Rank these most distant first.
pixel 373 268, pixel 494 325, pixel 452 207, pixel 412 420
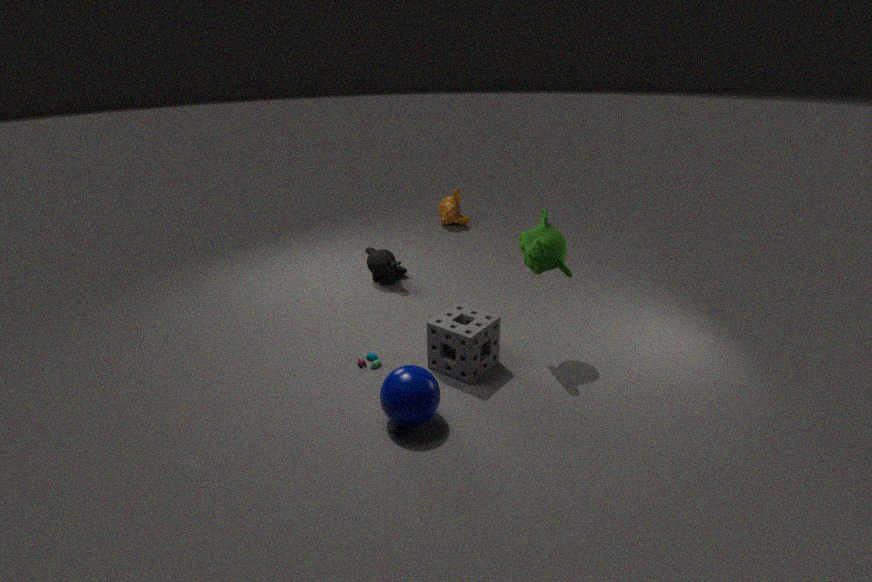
1. pixel 452 207
2. pixel 373 268
3. pixel 494 325
4. pixel 412 420
